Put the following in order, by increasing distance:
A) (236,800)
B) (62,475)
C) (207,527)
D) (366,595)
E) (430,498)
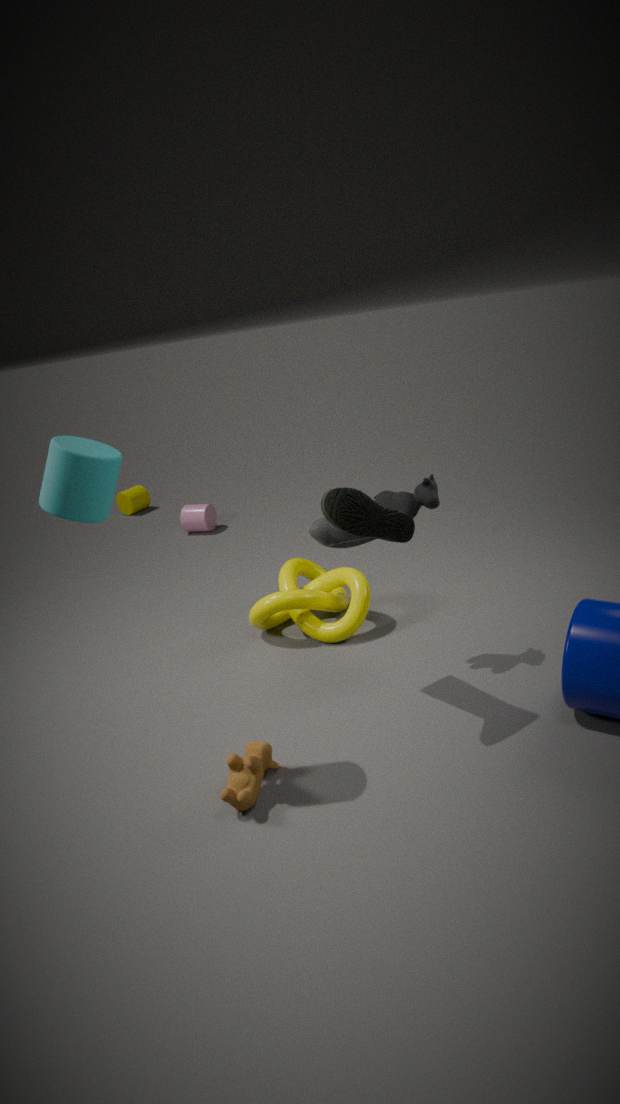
(62,475)
(236,800)
(430,498)
(366,595)
(207,527)
